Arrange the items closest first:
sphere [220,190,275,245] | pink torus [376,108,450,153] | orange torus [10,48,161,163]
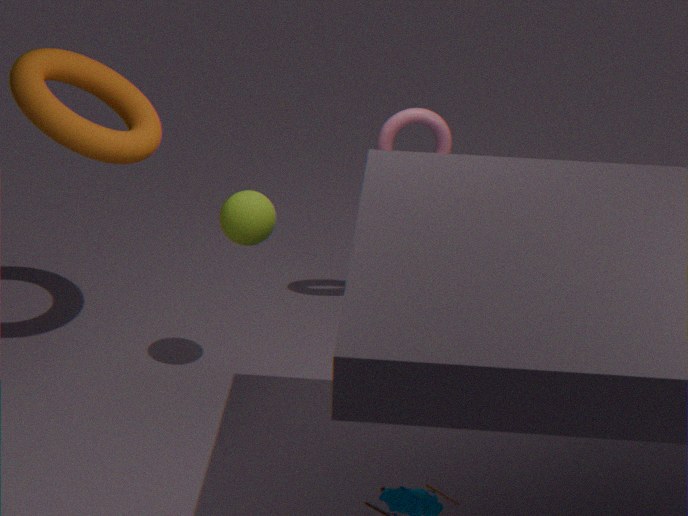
orange torus [10,48,161,163], sphere [220,190,275,245], pink torus [376,108,450,153]
